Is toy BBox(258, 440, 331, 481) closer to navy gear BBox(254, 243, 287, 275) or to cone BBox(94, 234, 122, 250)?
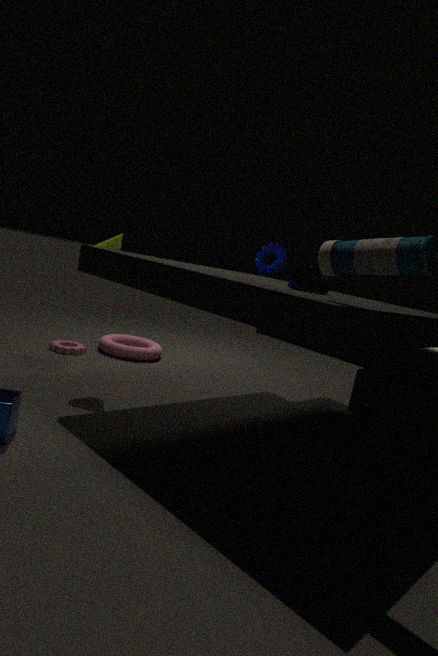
cone BBox(94, 234, 122, 250)
